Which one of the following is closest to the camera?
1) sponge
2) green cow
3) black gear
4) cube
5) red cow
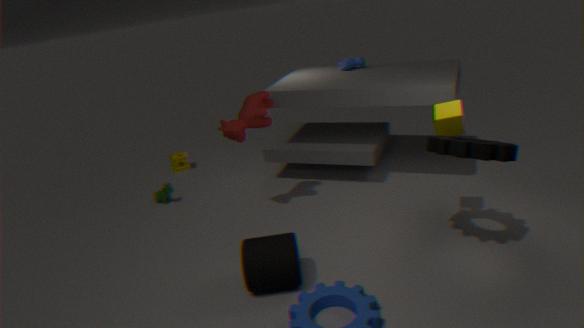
3. black gear
